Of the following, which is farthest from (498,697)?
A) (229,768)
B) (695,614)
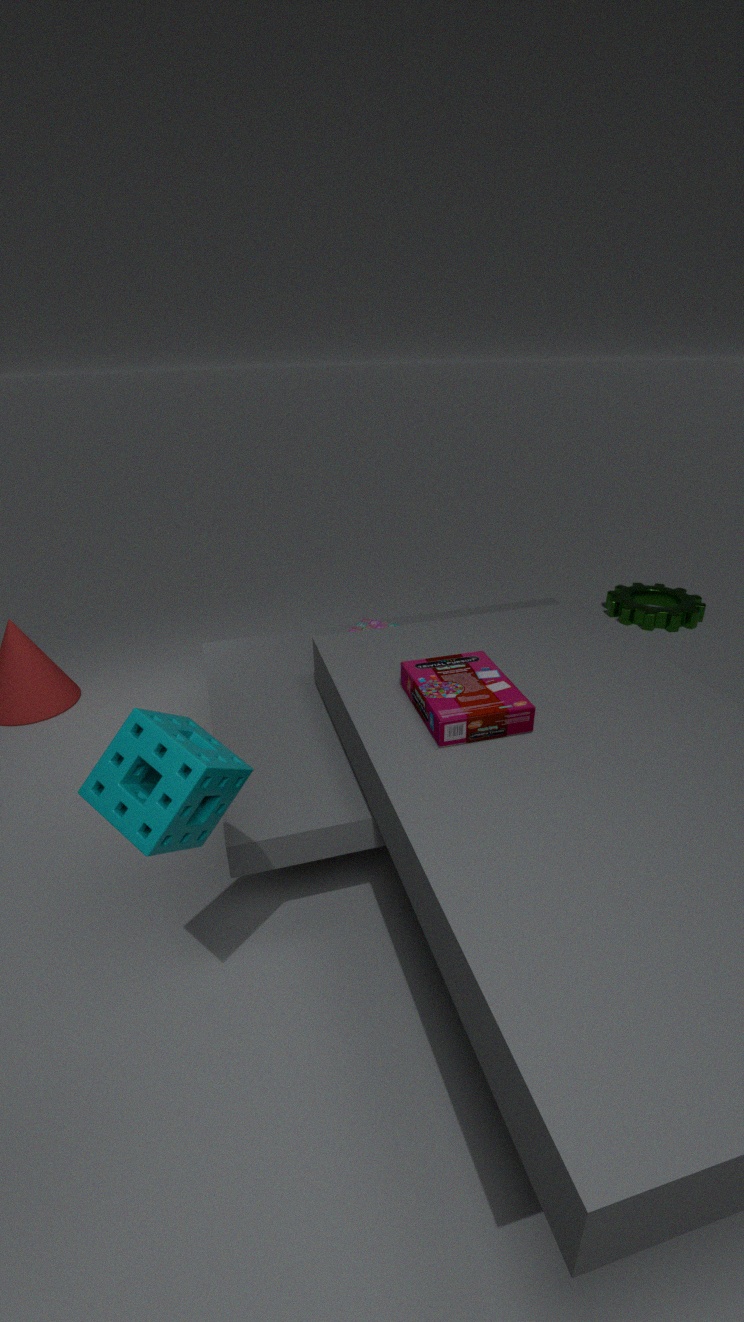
(695,614)
